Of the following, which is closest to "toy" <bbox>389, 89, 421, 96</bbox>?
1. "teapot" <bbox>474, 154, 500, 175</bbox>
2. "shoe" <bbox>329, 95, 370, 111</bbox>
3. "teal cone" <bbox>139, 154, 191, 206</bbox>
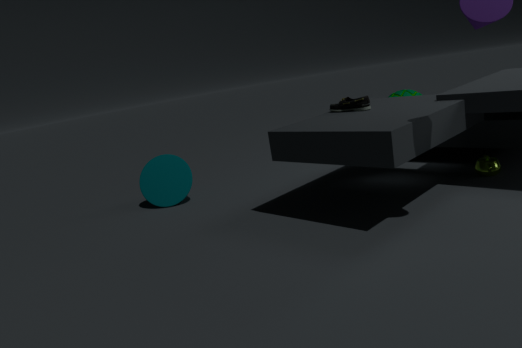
"shoe" <bbox>329, 95, 370, 111</bbox>
